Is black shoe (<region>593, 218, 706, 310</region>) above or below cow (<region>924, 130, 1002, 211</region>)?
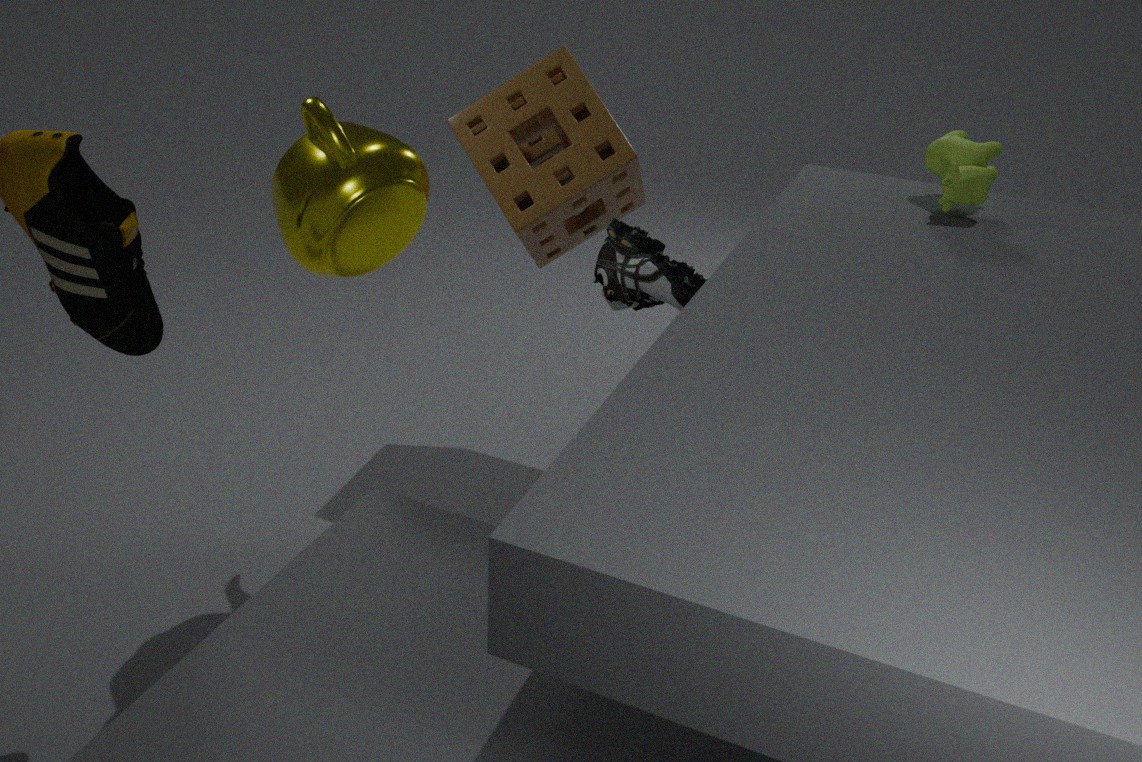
below
